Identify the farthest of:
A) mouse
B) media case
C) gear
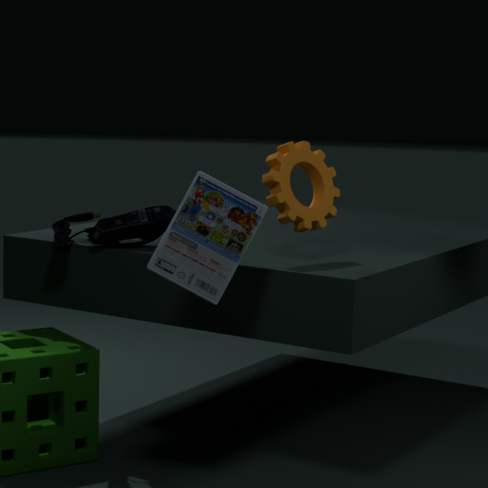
mouse
